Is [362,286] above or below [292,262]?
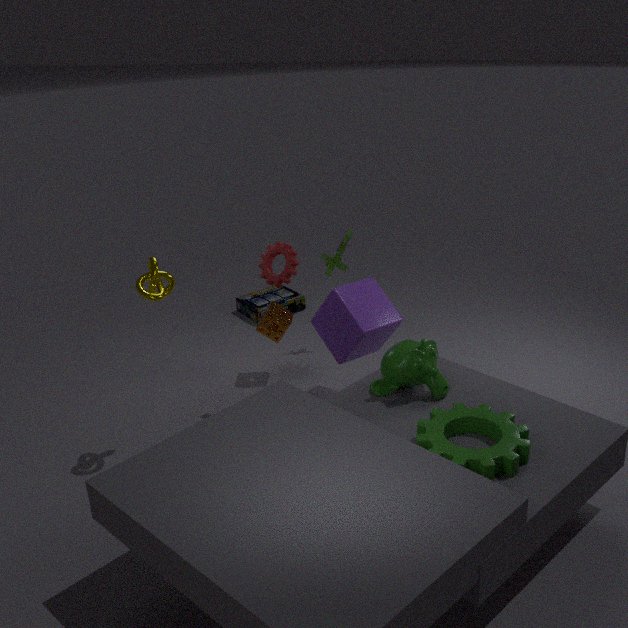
below
